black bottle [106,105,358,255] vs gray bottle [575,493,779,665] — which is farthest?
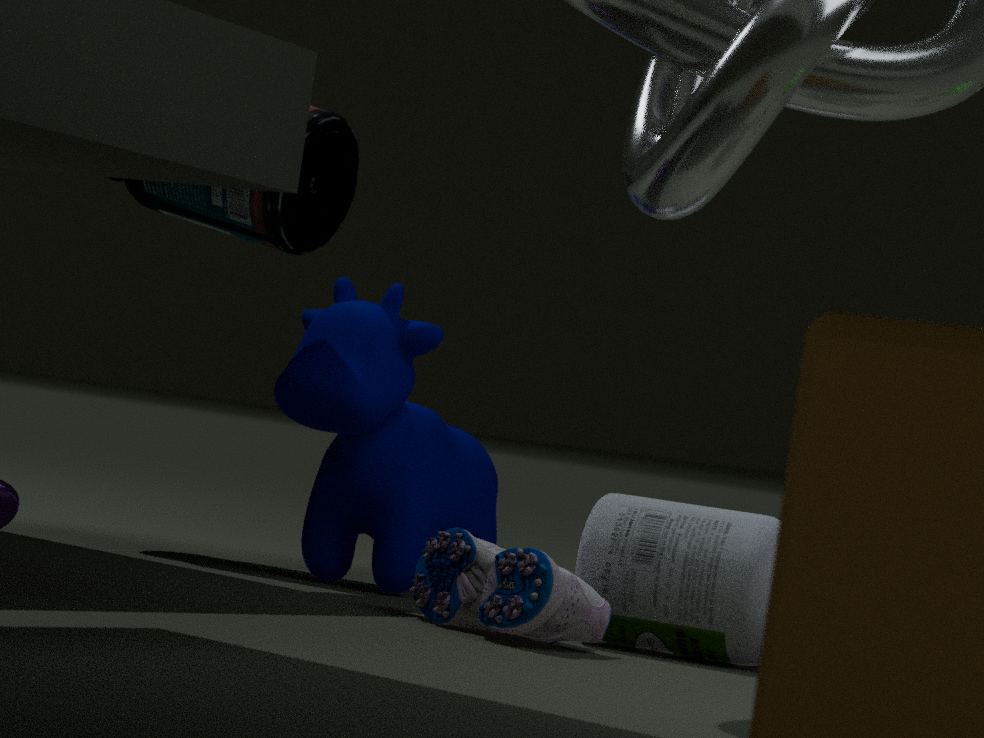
black bottle [106,105,358,255]
